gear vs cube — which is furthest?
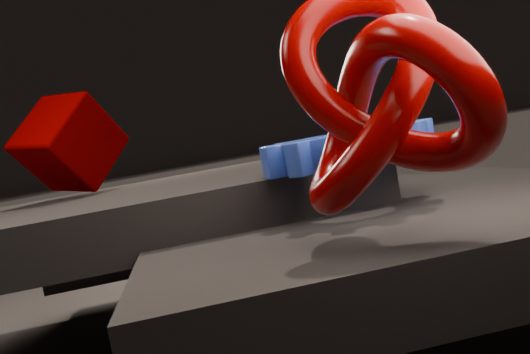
cube
